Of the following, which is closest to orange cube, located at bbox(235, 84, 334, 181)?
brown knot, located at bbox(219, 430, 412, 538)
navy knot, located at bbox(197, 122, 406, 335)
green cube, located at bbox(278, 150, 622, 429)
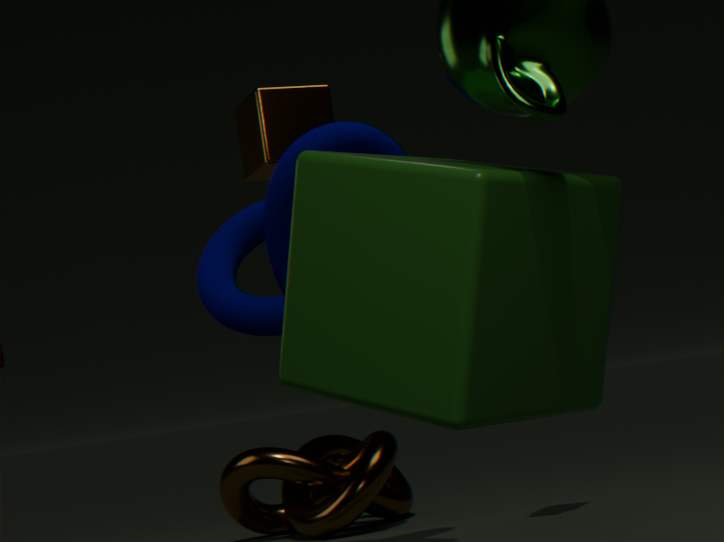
navy knot, located at bbox(197, 122, 406, 335)
